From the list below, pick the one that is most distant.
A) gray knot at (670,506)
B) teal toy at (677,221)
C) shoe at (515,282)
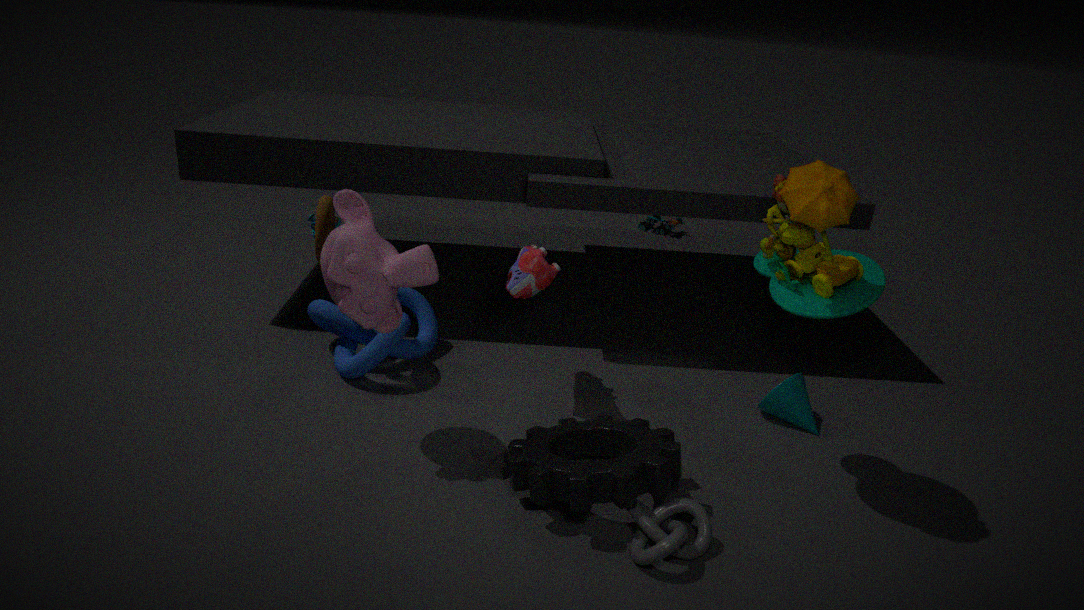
teal toy at (677,221)
